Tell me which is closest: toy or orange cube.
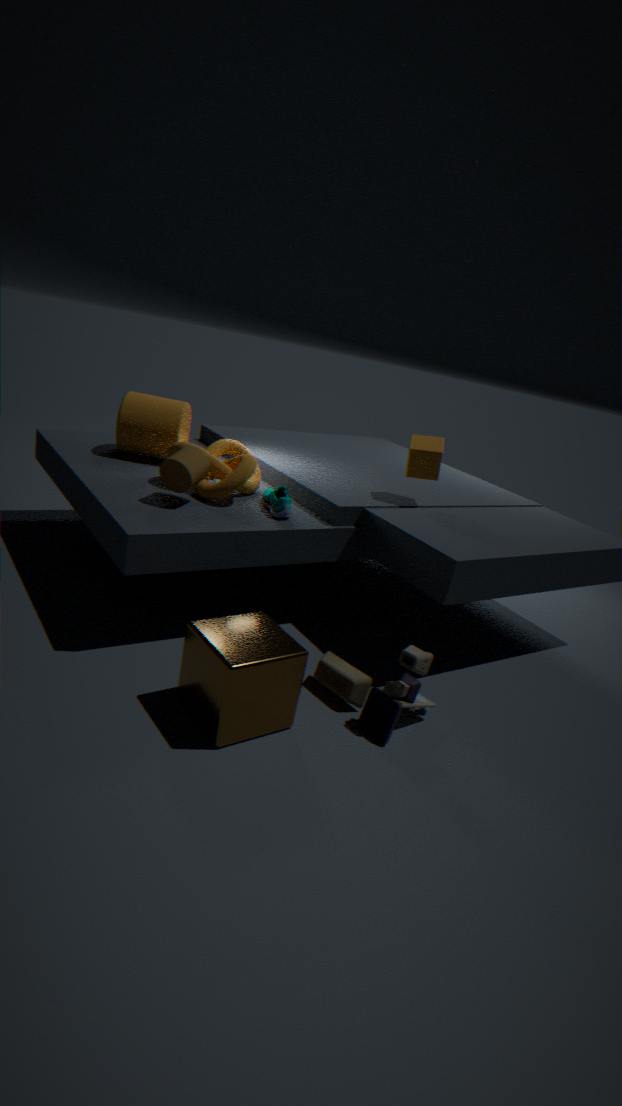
toy
